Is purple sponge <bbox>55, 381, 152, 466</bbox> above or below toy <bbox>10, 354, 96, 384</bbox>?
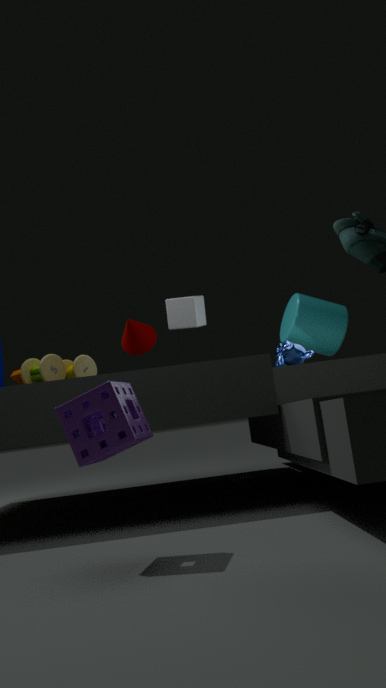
below
